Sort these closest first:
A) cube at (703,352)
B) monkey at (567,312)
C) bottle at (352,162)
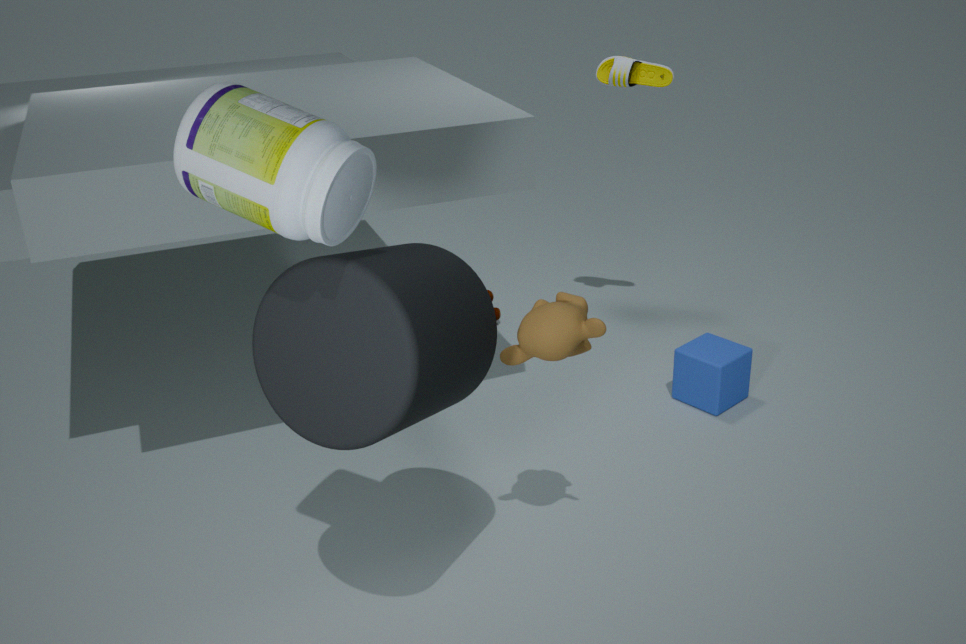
1. bottle at (352,162)
2. monkey at (567,312)
3. cube at (703,352)
